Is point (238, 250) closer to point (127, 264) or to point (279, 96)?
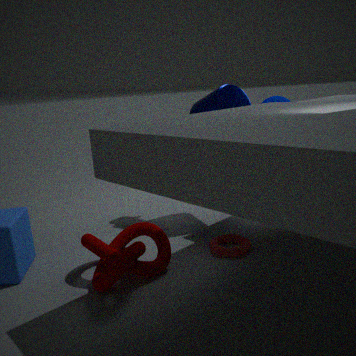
point (127, 264)
